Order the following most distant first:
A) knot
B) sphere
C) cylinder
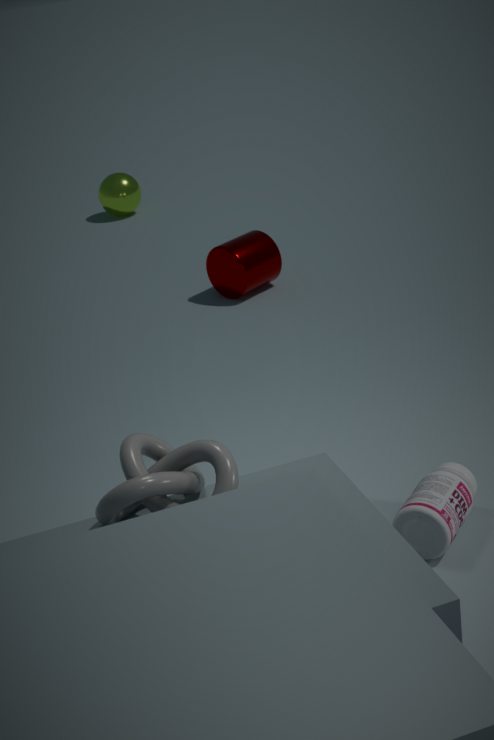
1. sphere
2. cylinder
3. knot
